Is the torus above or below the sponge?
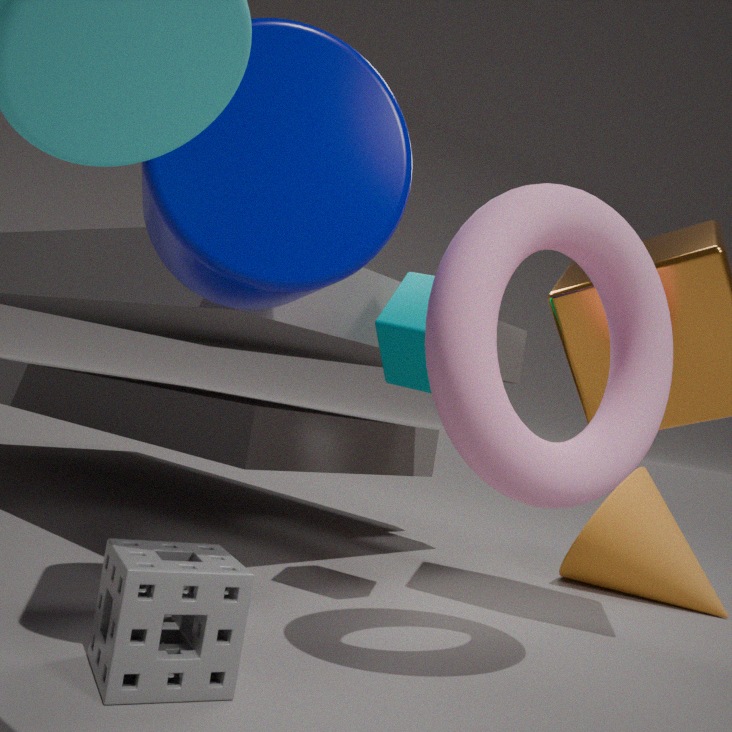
above
